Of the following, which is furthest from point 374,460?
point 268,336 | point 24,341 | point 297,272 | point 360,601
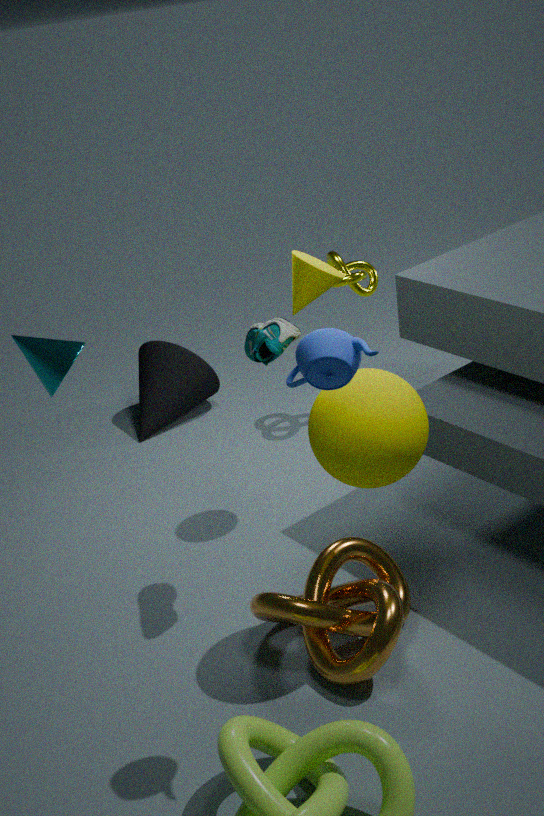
point 24,341
